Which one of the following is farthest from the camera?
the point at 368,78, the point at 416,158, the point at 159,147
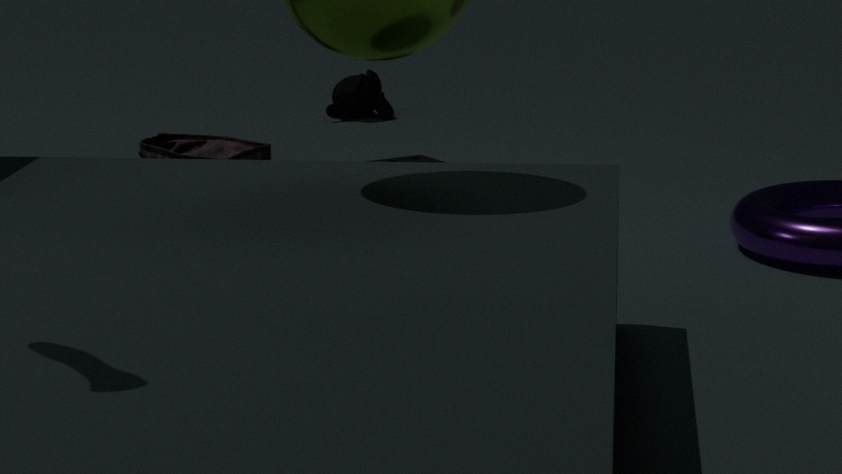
the point at 368,78
